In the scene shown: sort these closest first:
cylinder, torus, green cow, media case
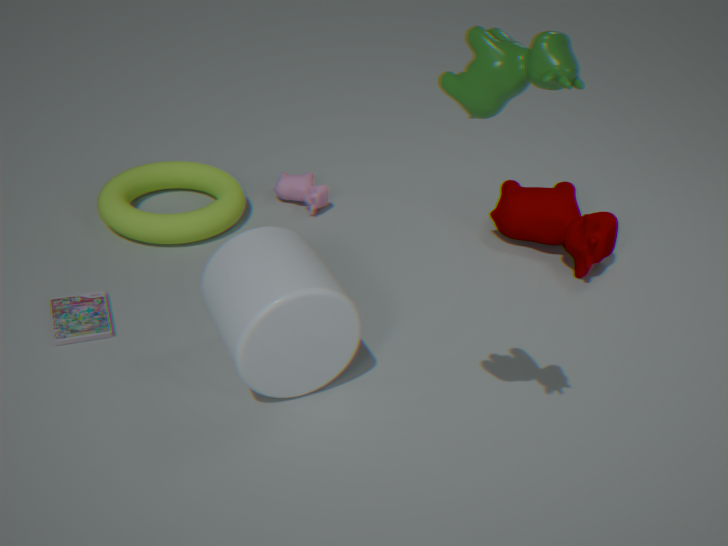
green cow → cylinder → media case → torus
